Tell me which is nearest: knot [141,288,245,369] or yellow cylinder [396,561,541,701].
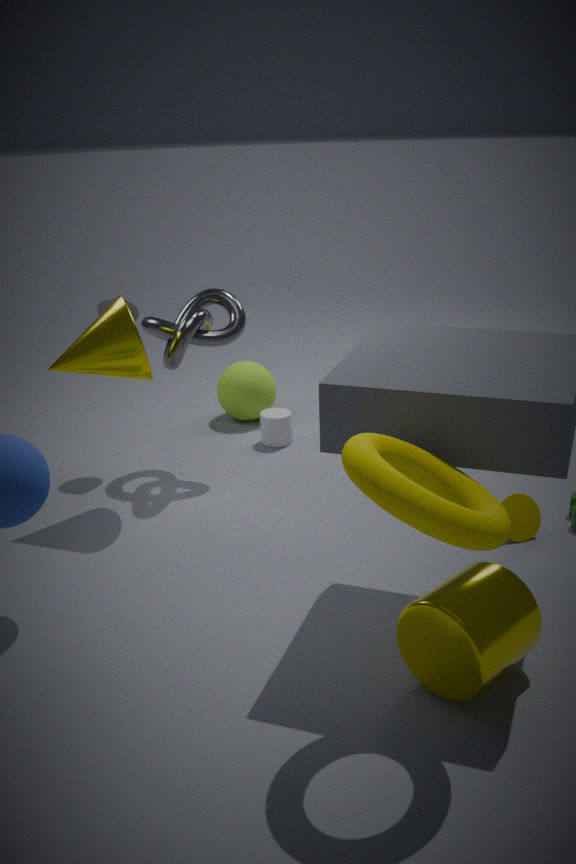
yellow cylinder [396,561,541,701]
